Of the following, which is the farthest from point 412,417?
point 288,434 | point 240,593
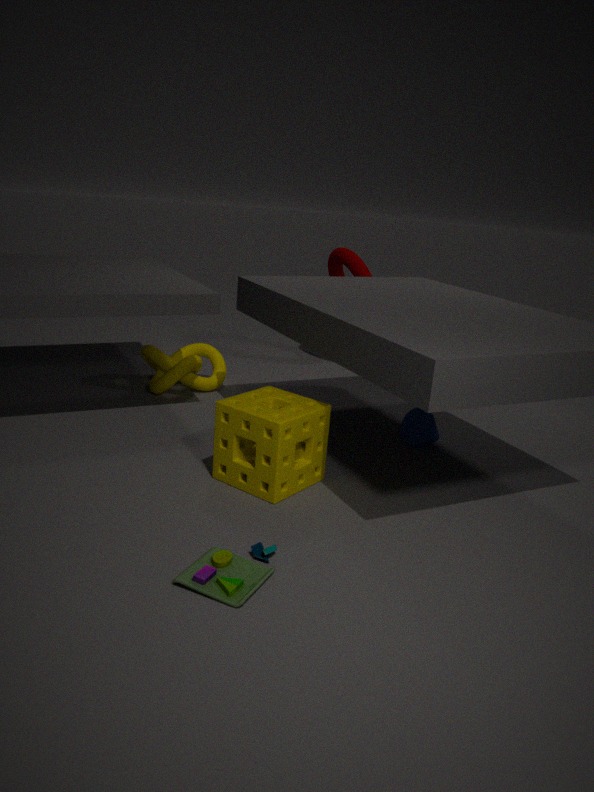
point 240,593
